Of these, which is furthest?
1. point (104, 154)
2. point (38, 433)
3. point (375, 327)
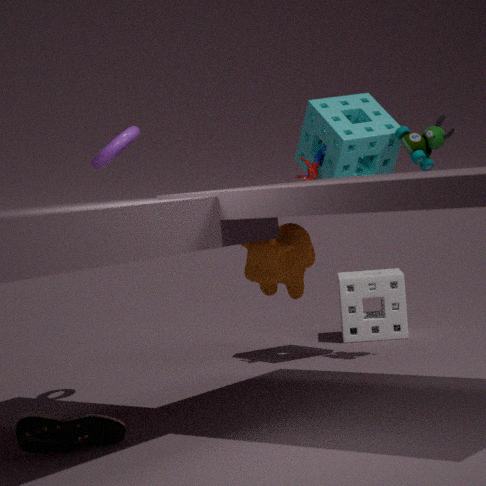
point (375, 327)
